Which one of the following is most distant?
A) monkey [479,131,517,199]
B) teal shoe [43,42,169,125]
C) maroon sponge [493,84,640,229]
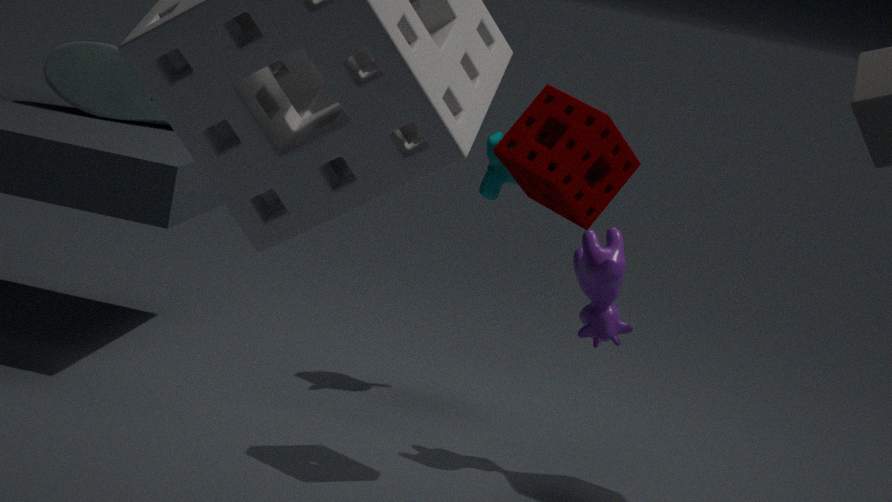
teal shoe [43,42,169,125]
